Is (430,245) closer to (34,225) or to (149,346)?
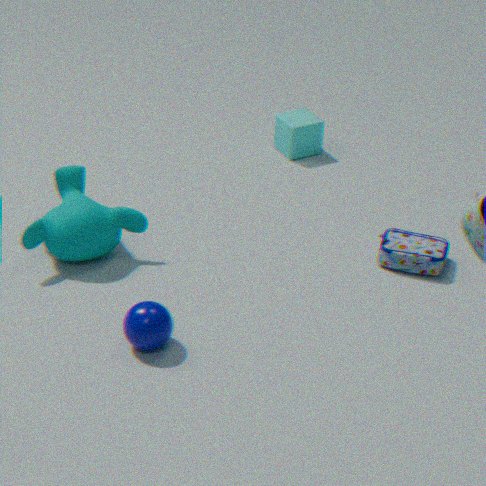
(149,346)
